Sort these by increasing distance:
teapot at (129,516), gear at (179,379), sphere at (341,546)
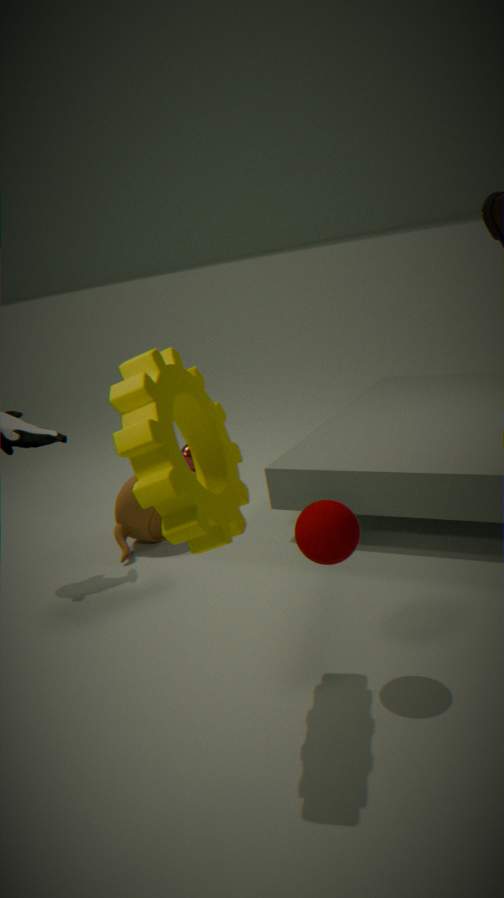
gear at (179,379) < sphere at (341,546) < teapot at (129,516)
